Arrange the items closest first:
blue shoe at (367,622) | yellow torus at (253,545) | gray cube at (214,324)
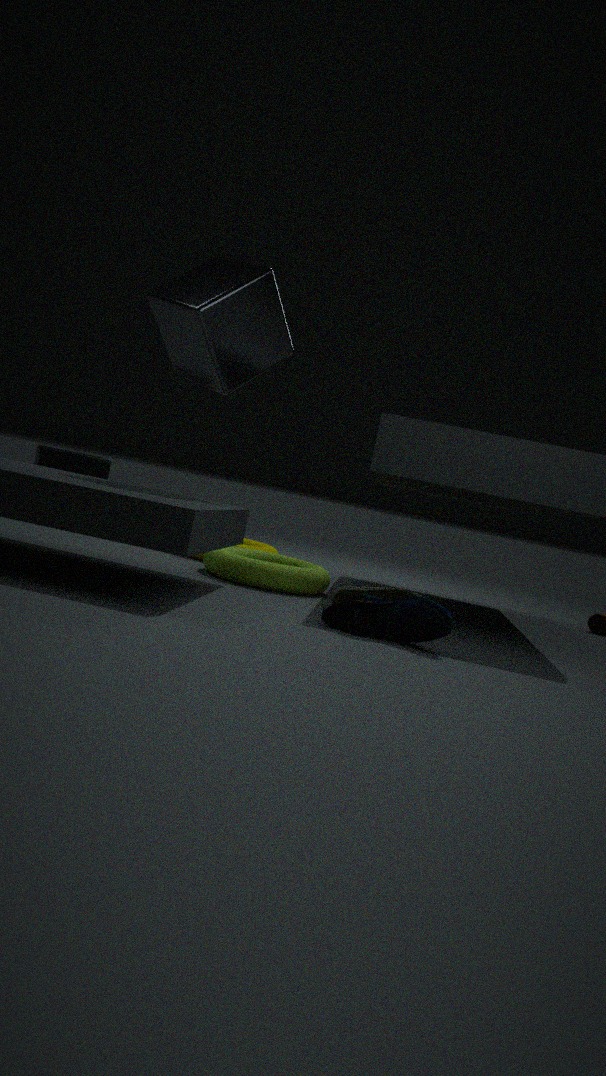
1. blue shoe at (367,622)
2. gray cube at (214,324)
3. yellow torus at (253,545)
